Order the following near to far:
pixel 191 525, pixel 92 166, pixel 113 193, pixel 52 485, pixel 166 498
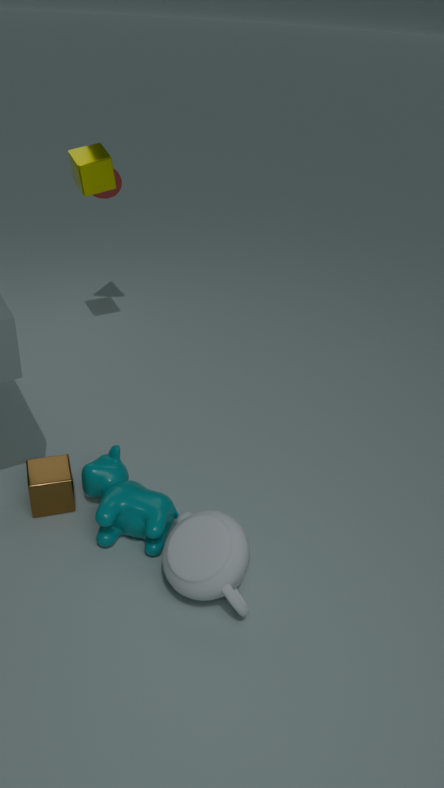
pixel 191 525 < pixel 166 498 < pixel 52 485 < pixel 92 166 < pixel 113 193
